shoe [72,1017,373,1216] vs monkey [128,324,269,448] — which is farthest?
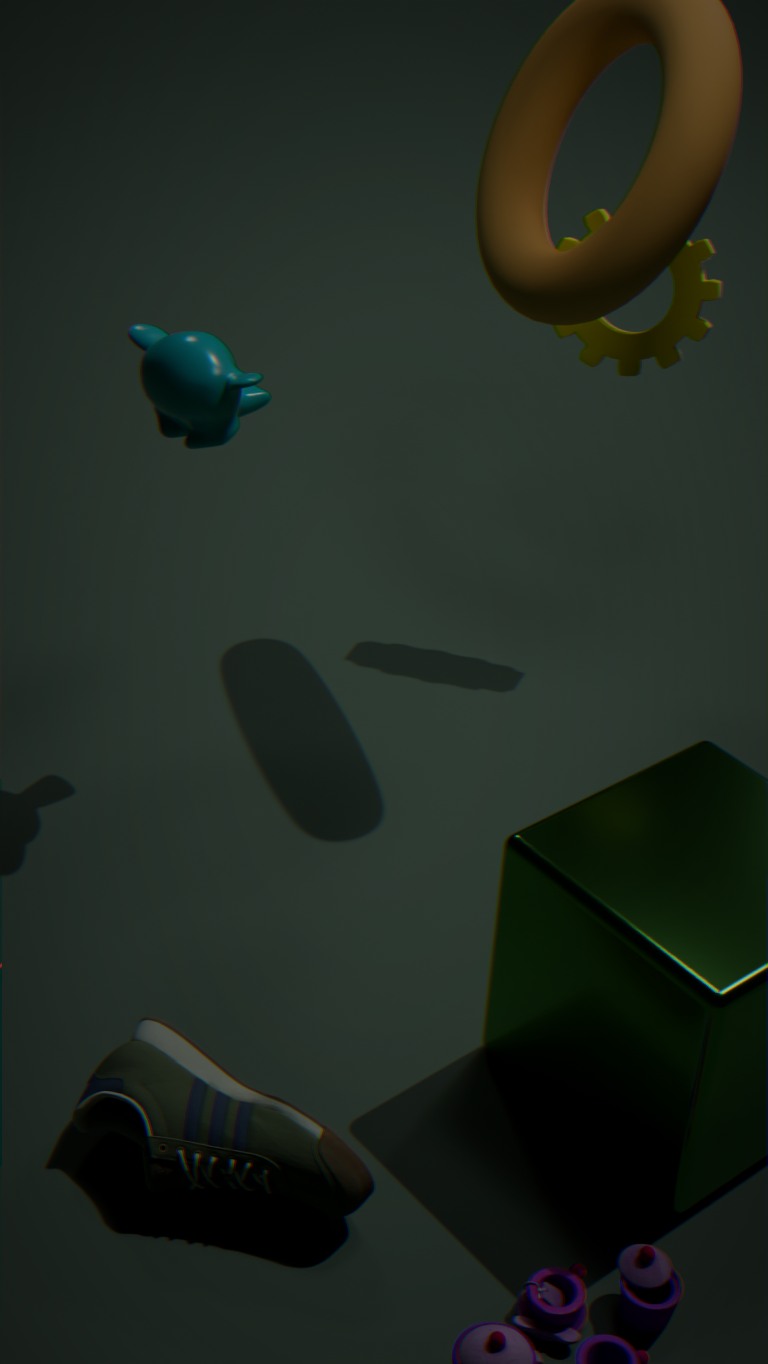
monkey [128,324,269,448]
